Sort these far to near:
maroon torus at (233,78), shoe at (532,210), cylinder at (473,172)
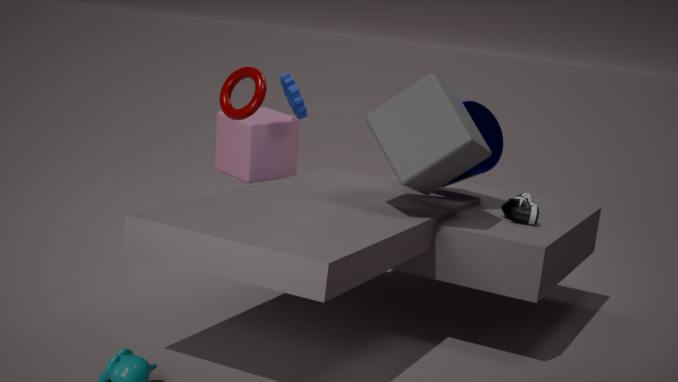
cylinder at (473,172)
maroon torus at (233,78)
shoe at (532,210)
